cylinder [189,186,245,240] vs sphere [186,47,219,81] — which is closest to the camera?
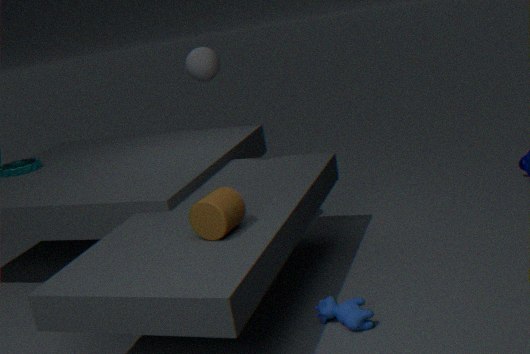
cylinder [189,186,245,240]
